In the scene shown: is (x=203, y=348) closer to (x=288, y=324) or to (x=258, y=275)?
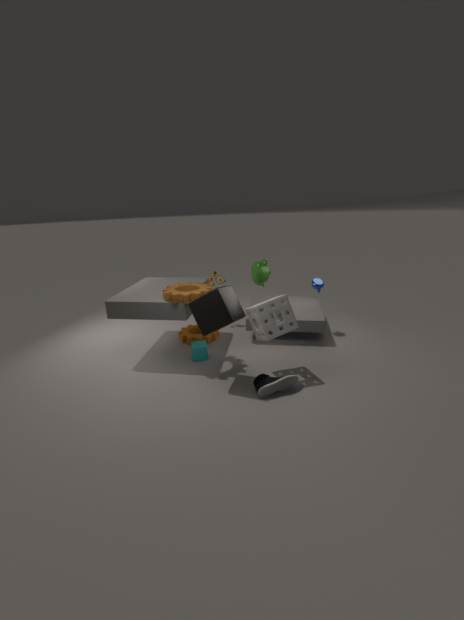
(x=288, y=324)
